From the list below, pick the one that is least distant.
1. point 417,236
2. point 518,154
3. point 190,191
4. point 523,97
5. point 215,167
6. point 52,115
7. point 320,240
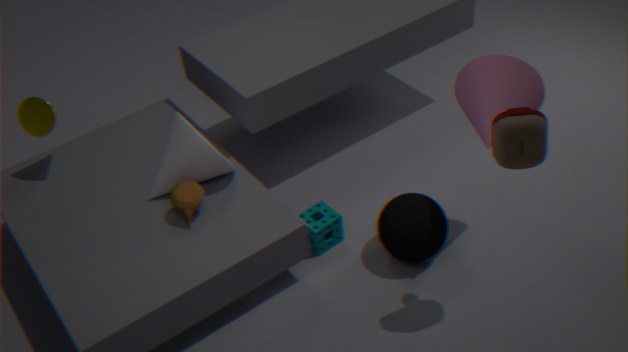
point 518,154
